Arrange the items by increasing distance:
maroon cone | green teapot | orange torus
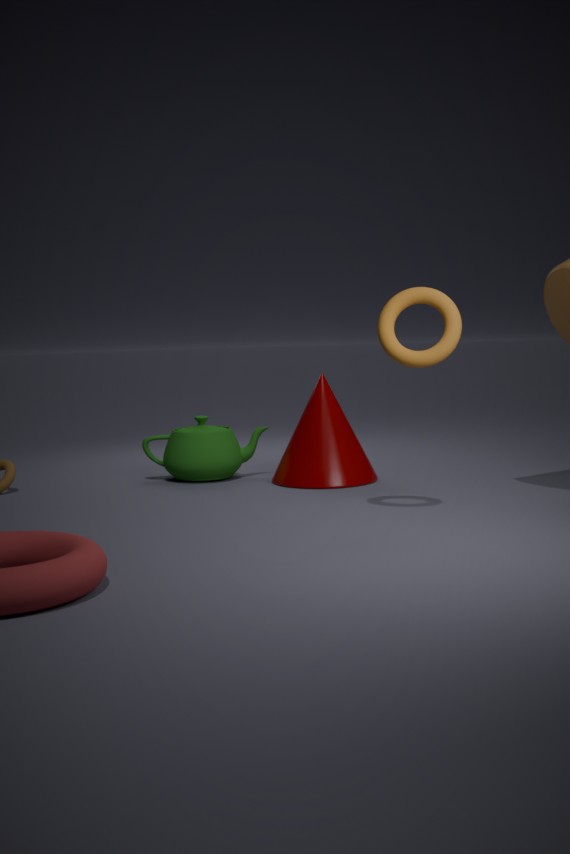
orange torus
maroon cone
green teapot
